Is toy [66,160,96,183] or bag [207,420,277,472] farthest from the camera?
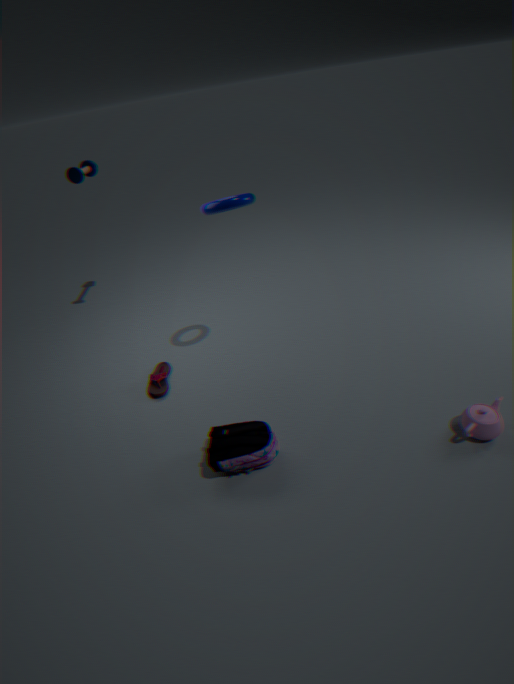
toy [66,160,96,183]
